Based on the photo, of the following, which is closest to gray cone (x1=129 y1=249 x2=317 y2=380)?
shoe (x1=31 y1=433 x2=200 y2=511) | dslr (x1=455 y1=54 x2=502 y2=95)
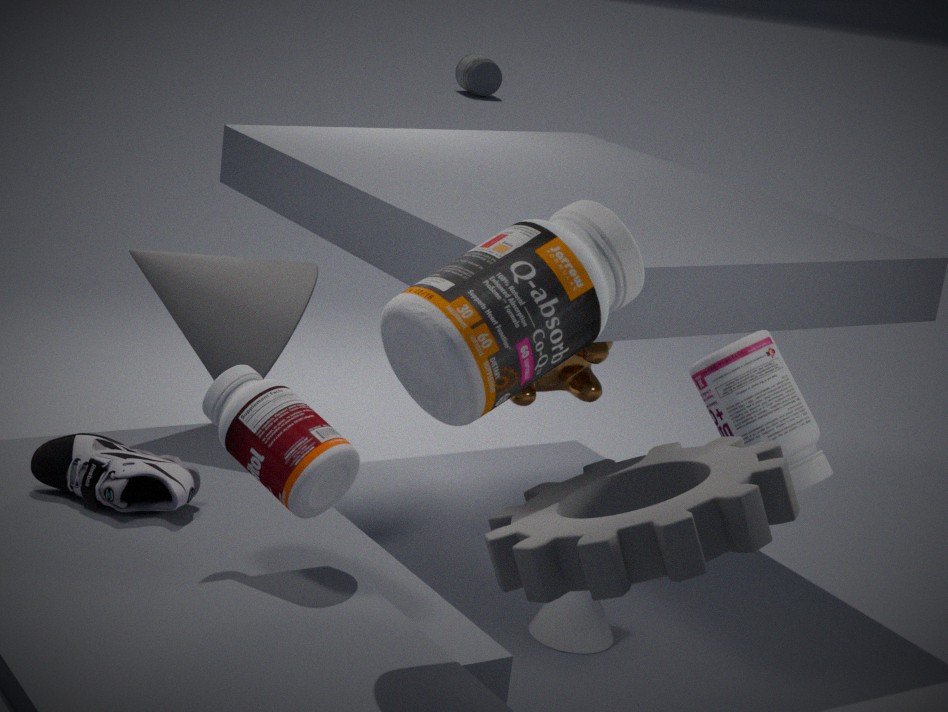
shoe (x1=31 y1=433 x2=200 y2=511)
